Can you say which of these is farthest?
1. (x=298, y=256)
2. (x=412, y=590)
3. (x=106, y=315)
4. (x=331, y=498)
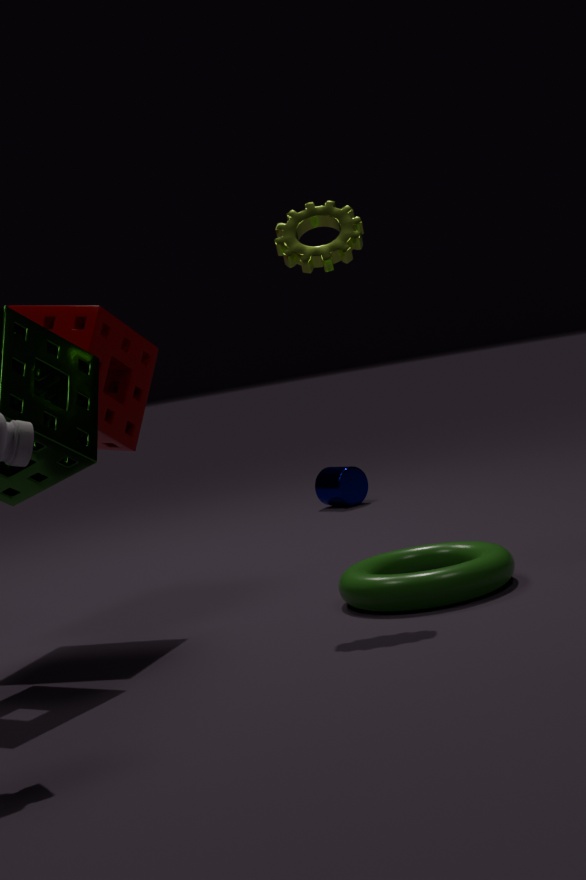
(x=331, y=498)
